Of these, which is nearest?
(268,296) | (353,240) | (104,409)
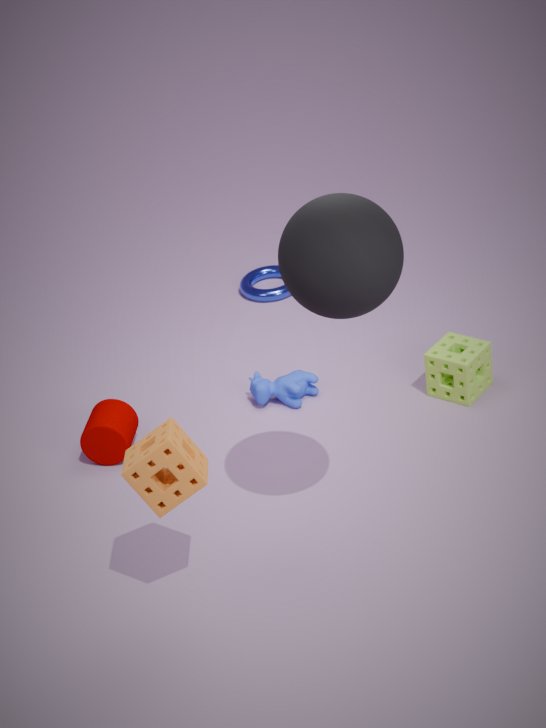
(353,240)
